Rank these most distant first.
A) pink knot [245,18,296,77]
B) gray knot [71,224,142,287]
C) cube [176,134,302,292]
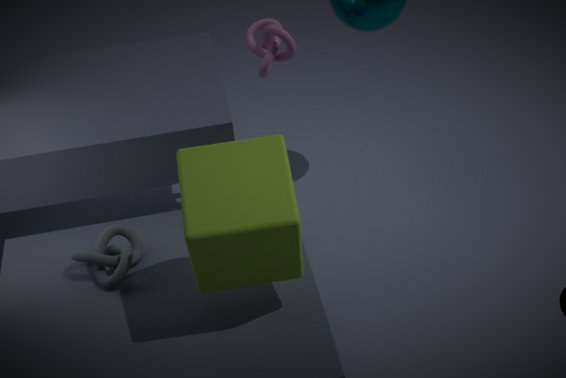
A. pink knot [245,18,296,77], B. gray knot [71,224,142,287], C. cube [176,134,302,292]
